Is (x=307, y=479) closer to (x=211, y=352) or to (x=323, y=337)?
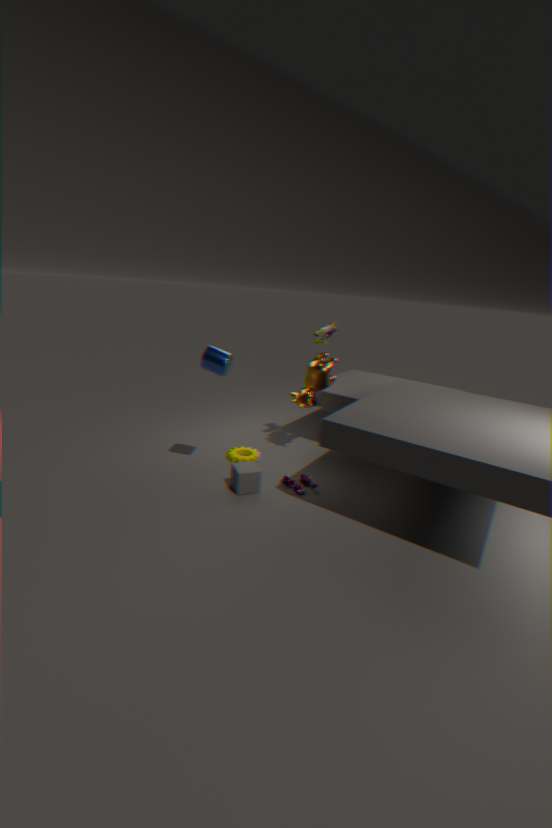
(x=211, y=352)
